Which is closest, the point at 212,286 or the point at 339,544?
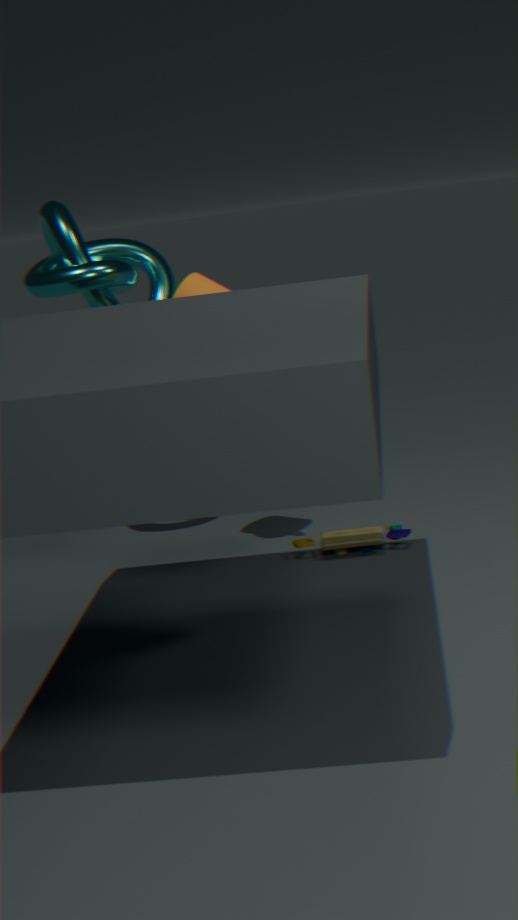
the point at 212,286
